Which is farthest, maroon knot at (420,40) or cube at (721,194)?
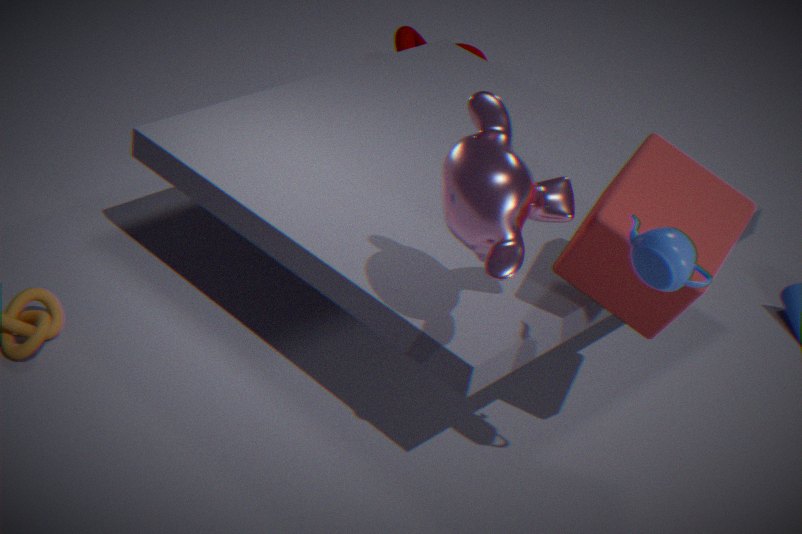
maroon knot at (420,40)
